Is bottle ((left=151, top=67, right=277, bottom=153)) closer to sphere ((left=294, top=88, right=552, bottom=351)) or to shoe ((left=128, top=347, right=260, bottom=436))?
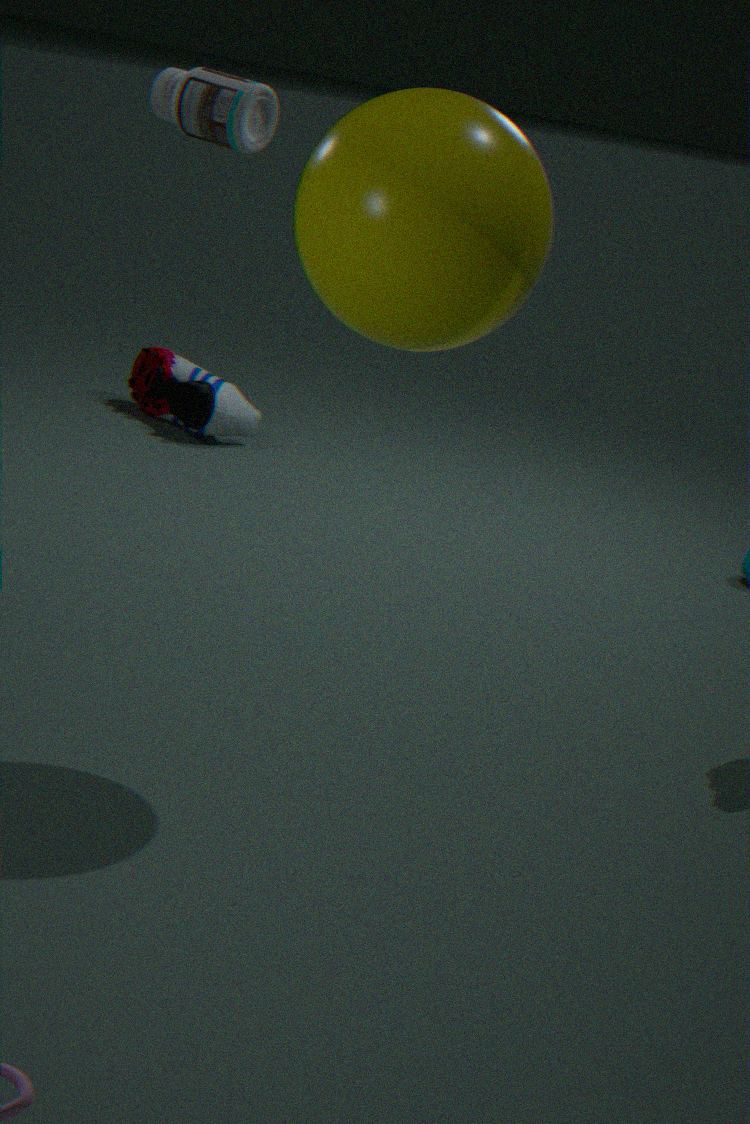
sphere ((left=294, top=88, right=552, bottom=351))
